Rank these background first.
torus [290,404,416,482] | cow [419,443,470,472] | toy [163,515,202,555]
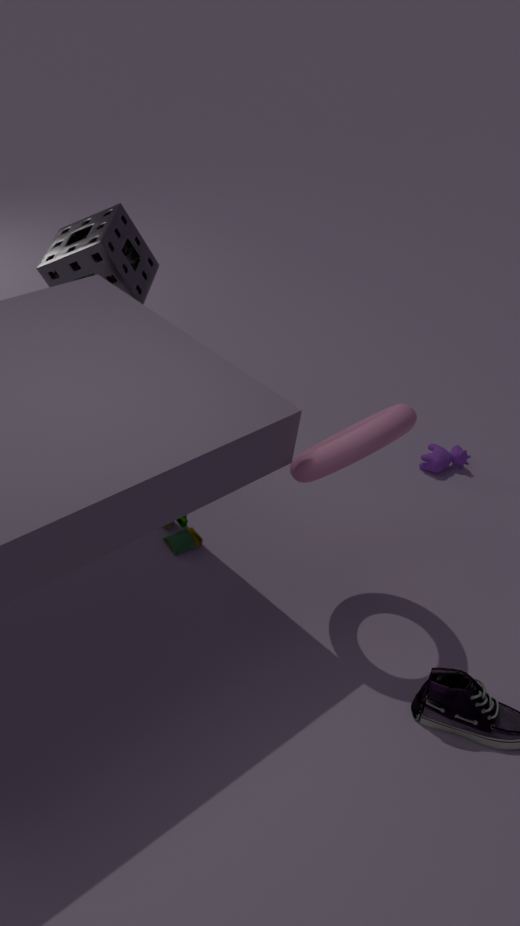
1. cow [419,443,470,472]
2. toy [163,515,202,555]
3. torus [290,404,416,482]
